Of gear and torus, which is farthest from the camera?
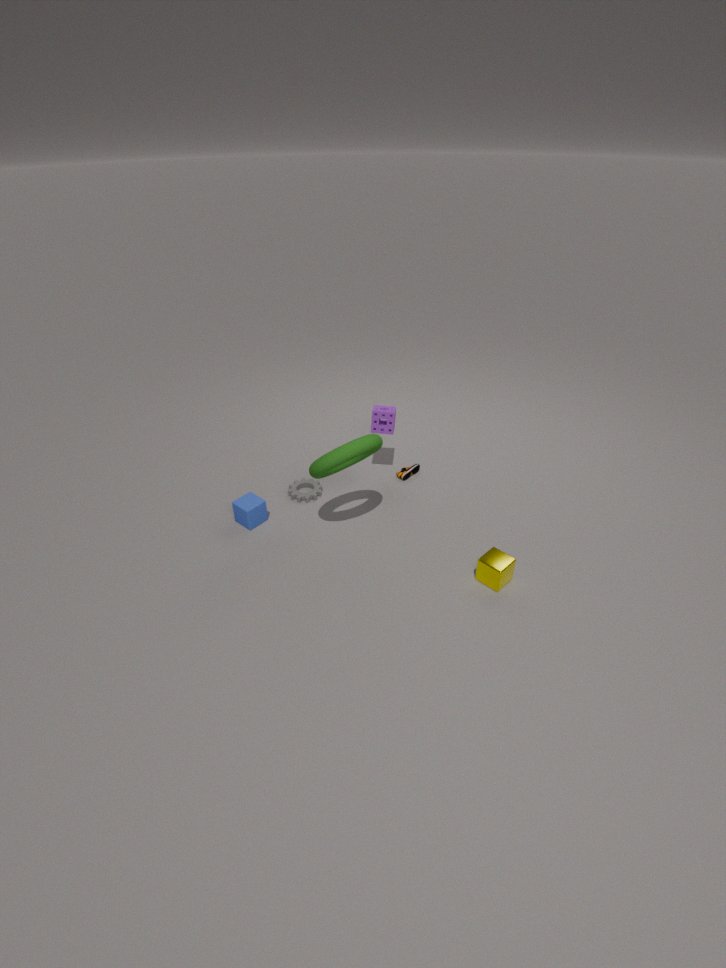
gear
